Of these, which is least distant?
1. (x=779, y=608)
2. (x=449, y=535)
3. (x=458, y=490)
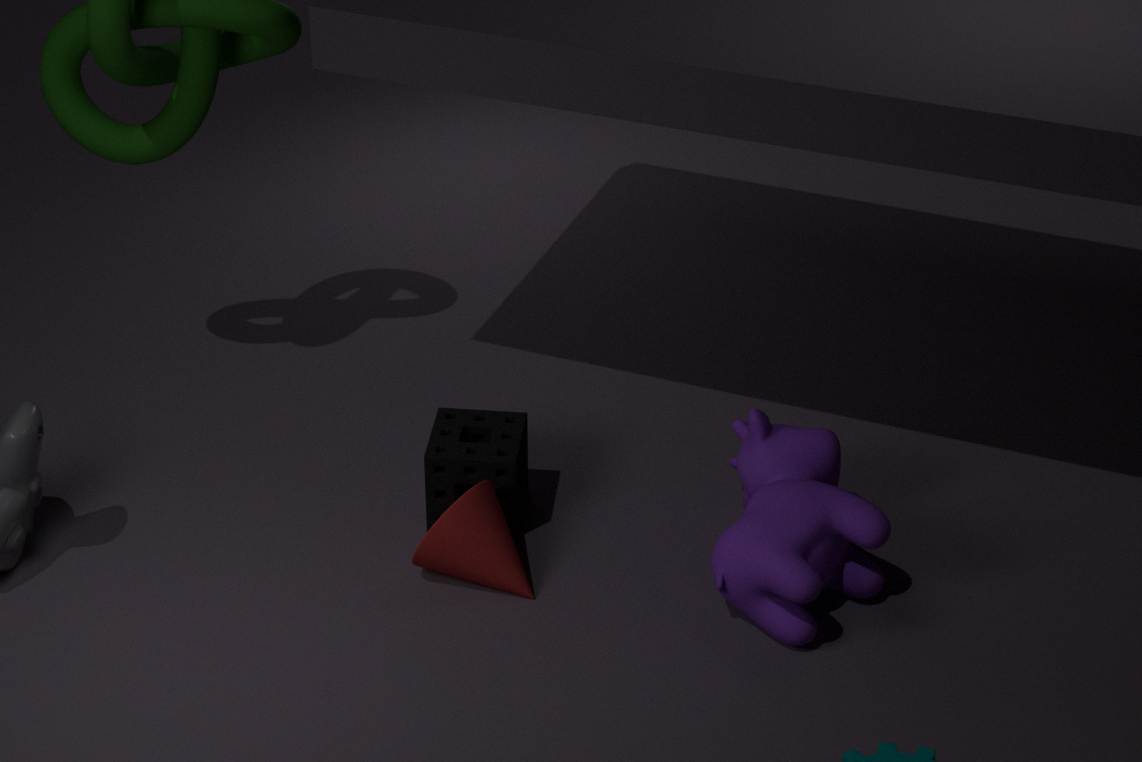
(x=779, y=608)
